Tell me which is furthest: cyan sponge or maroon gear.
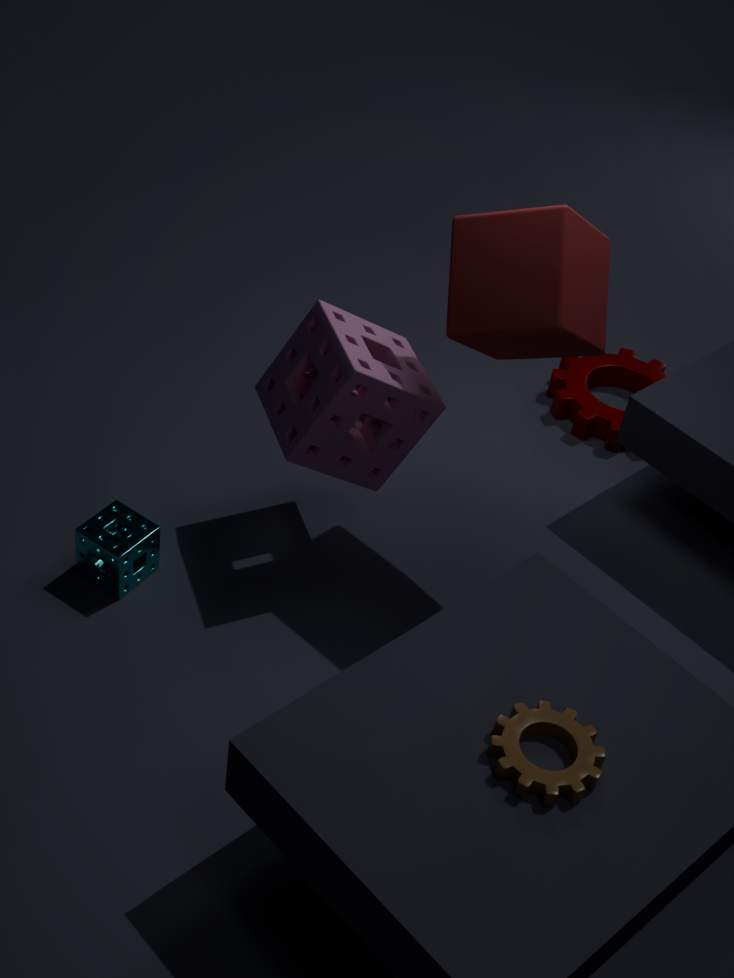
maroon gear
